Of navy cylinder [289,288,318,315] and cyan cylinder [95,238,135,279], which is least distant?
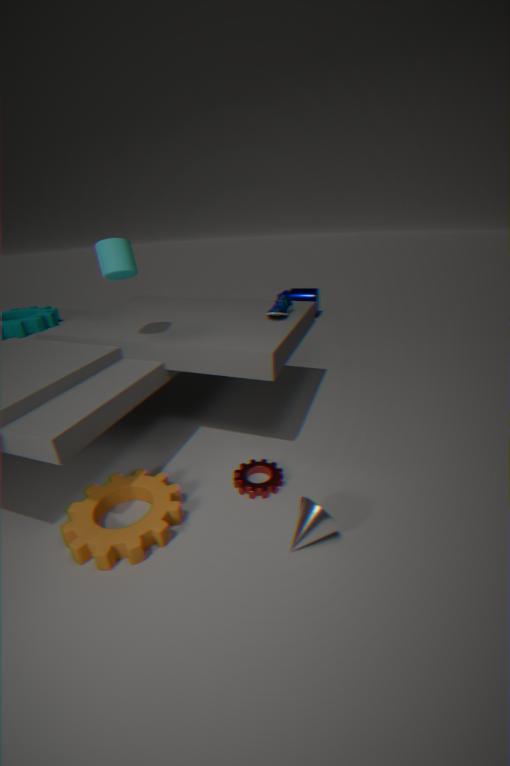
cyan cylinder [95,238,135,279]
